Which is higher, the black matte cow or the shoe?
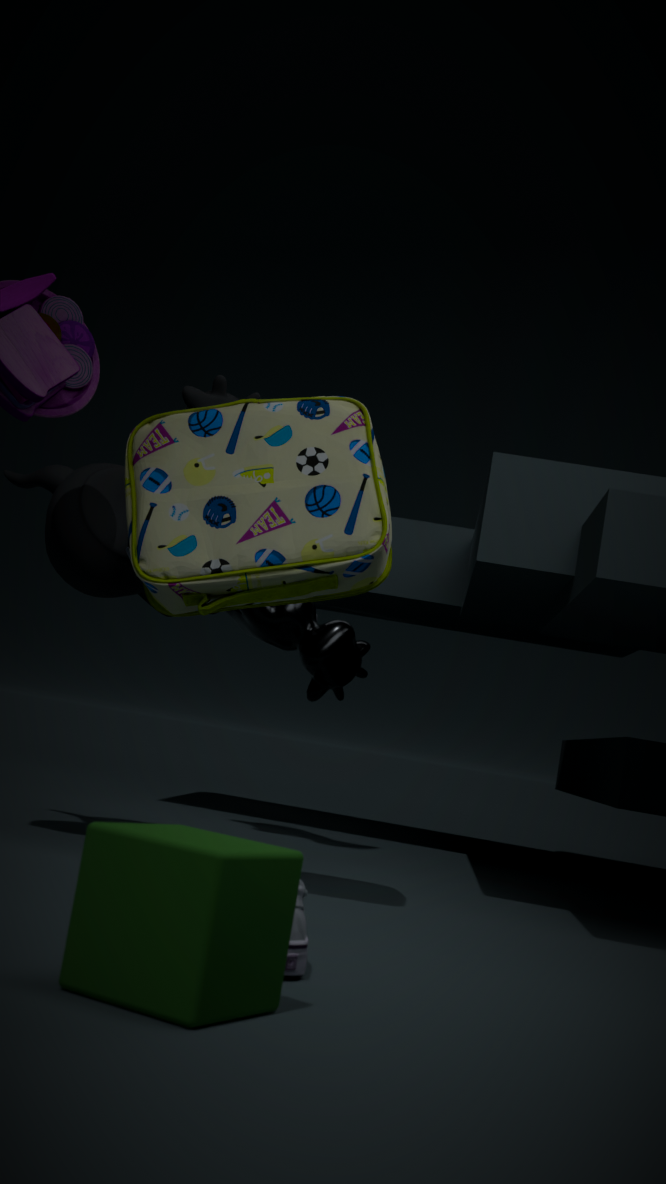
the black matte cow
